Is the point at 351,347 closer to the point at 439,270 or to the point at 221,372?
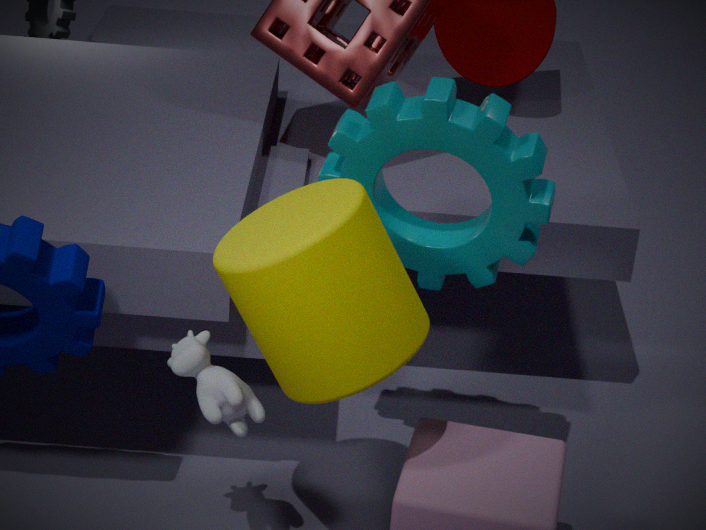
the point at 221,372
